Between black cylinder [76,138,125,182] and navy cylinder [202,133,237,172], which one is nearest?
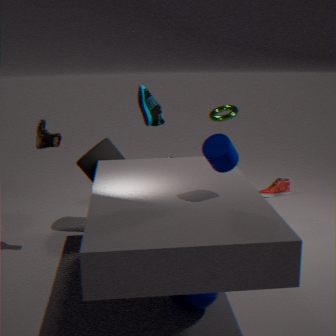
navy cylinder [202,133,237,172]
